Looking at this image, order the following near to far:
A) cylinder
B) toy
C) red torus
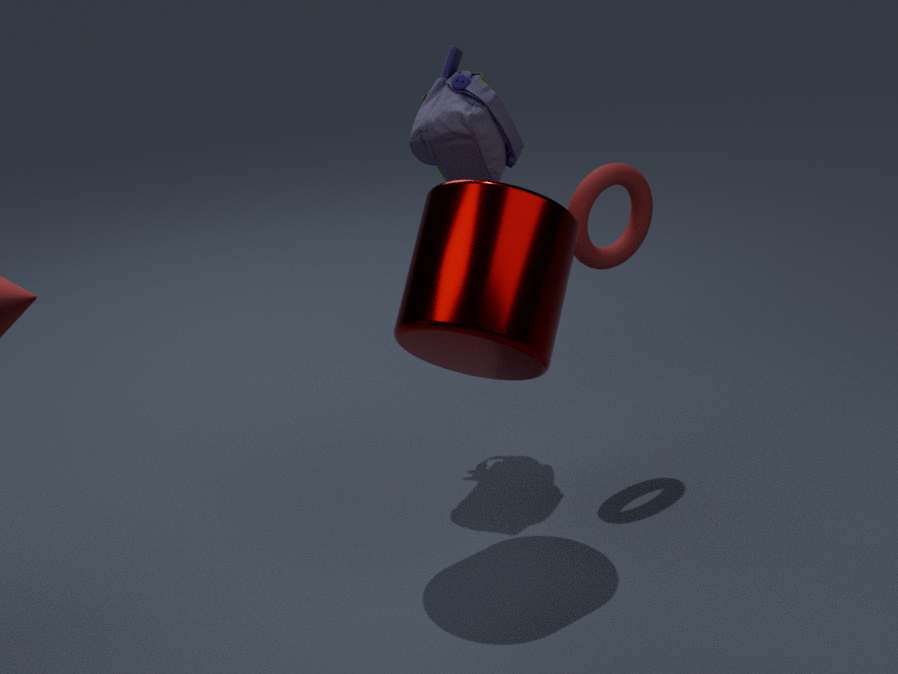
cylinder < red torus < toy
